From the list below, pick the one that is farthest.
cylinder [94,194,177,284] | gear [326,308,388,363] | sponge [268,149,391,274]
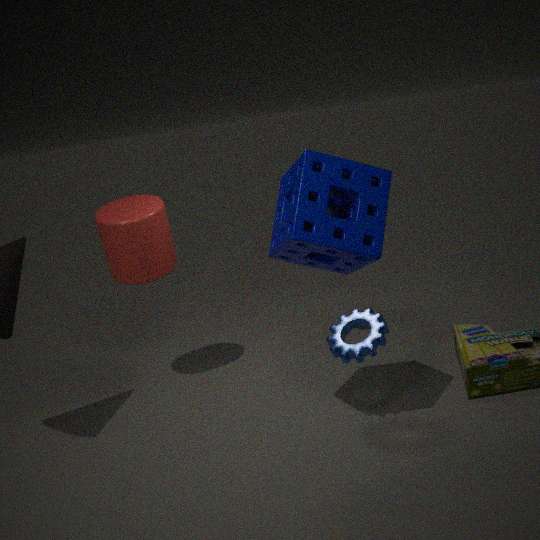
cylinder [94,194,177,284]
